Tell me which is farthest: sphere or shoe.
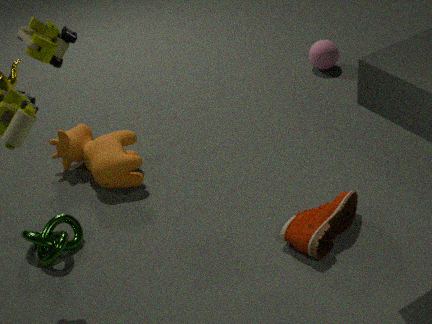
sphere
